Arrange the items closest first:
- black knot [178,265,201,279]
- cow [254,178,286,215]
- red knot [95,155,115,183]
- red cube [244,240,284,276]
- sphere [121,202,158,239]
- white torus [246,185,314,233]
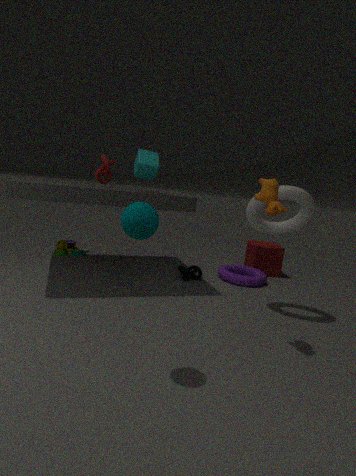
1. sphere [121,202,158,239]
2. cow [254,178,286,215]
3. white torus [246,185,314,233]
4. red knot [95,155,115,183]
5. black knot [178,265,201,279]
6. red cube [244,240,284,276]
